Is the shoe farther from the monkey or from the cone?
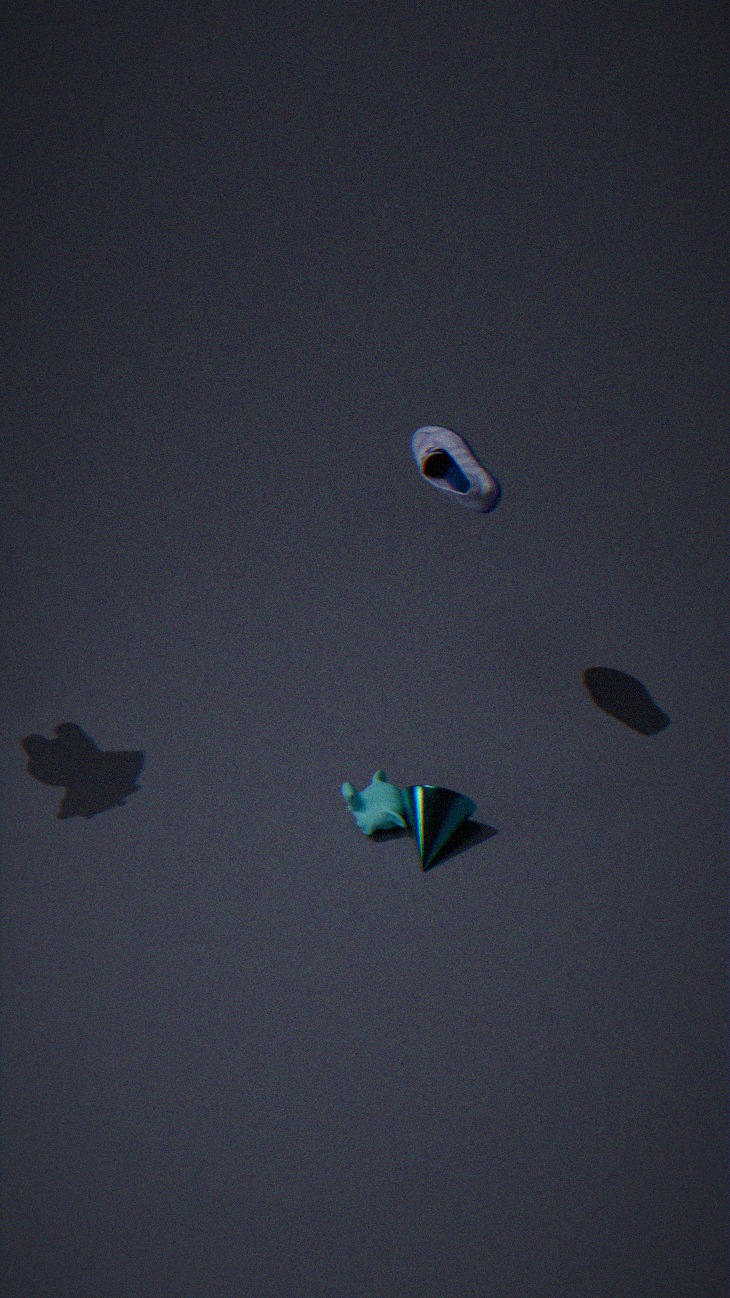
the monkey
